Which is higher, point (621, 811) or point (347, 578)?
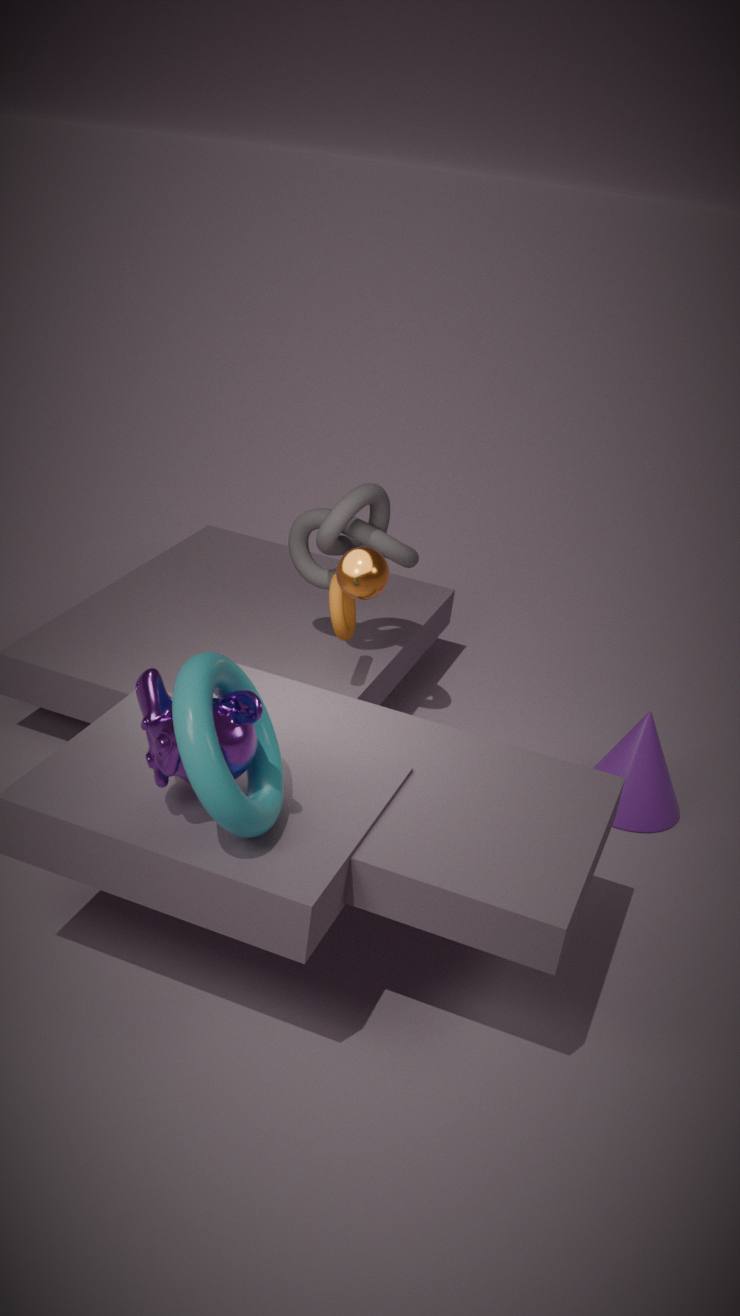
point (347, 578)
